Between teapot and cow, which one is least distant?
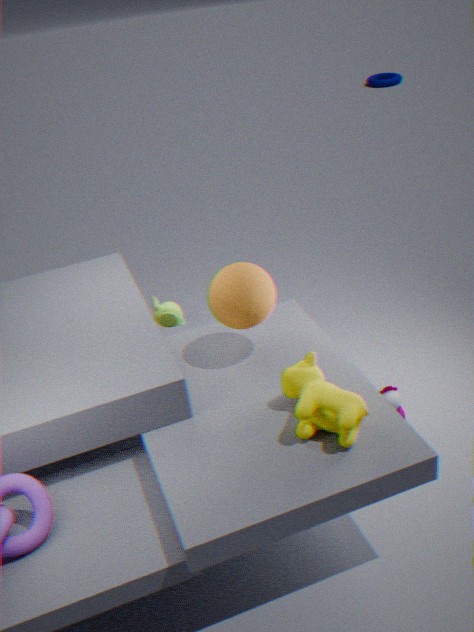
cow
